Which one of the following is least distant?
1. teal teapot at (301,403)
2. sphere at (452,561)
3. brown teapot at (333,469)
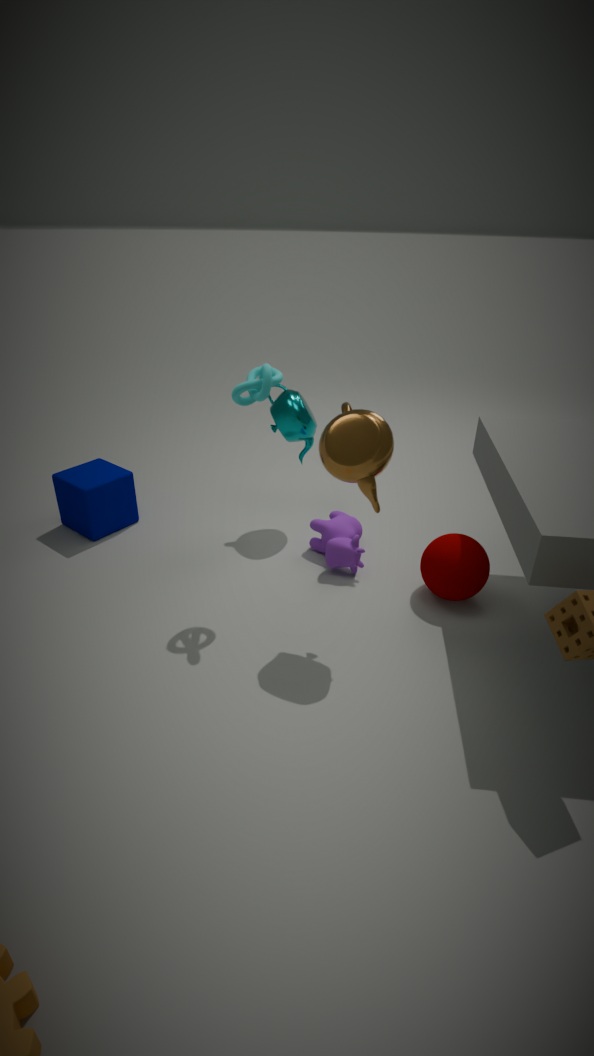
brown teapot at (333,469)
